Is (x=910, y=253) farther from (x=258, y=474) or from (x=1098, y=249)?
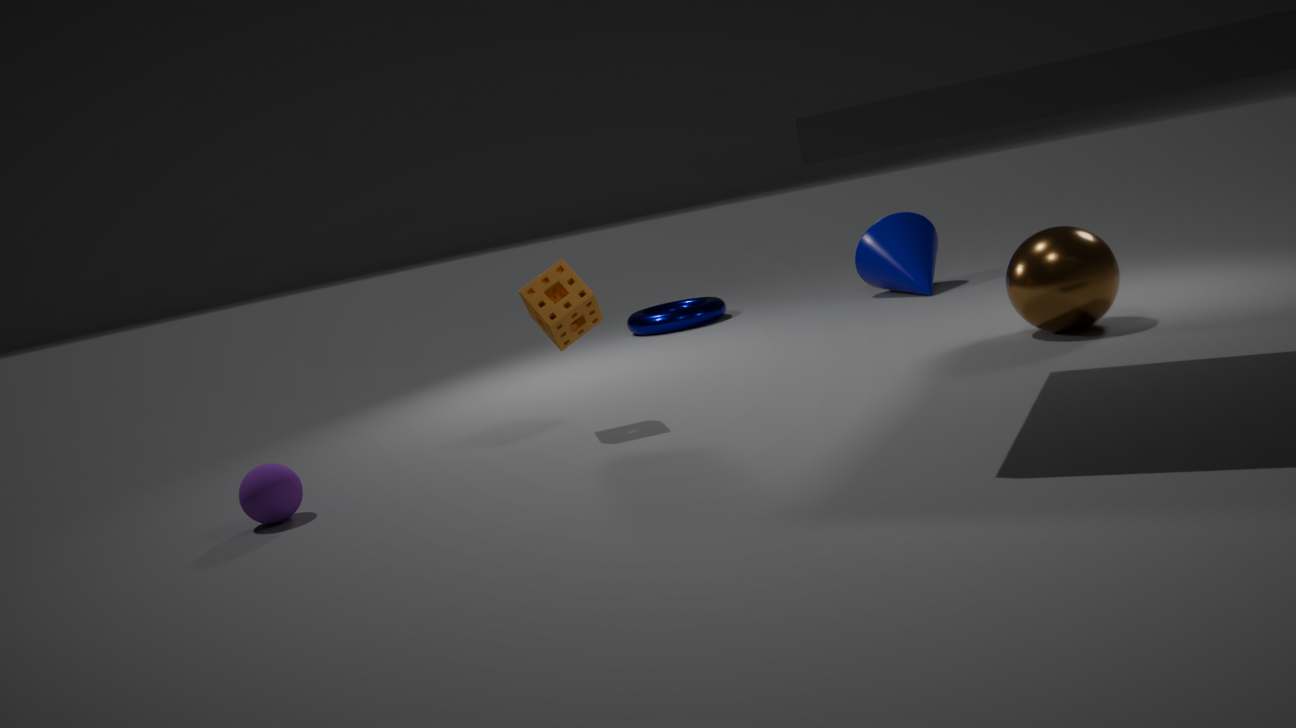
(x=258, y=474)
